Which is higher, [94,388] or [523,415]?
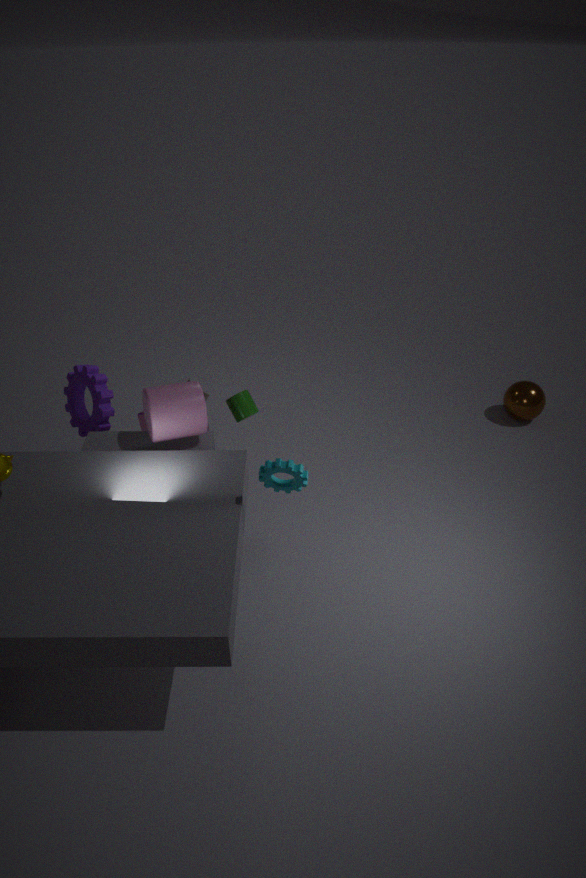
[94,388]
